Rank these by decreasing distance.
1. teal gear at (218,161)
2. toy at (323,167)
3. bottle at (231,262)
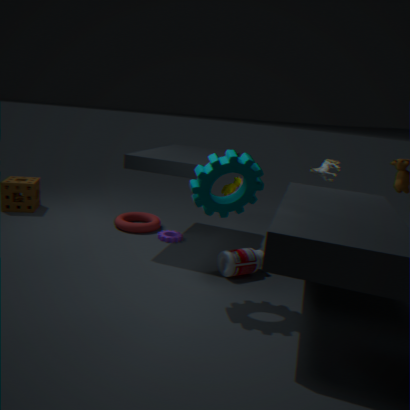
1. toy at (323,167)
2. bottle at (231,262)
3. teal gear at (218,161)
